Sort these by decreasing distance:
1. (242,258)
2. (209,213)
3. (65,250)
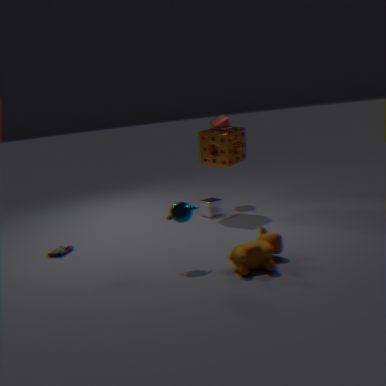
(209,213) < (65,250) < (242,258)
